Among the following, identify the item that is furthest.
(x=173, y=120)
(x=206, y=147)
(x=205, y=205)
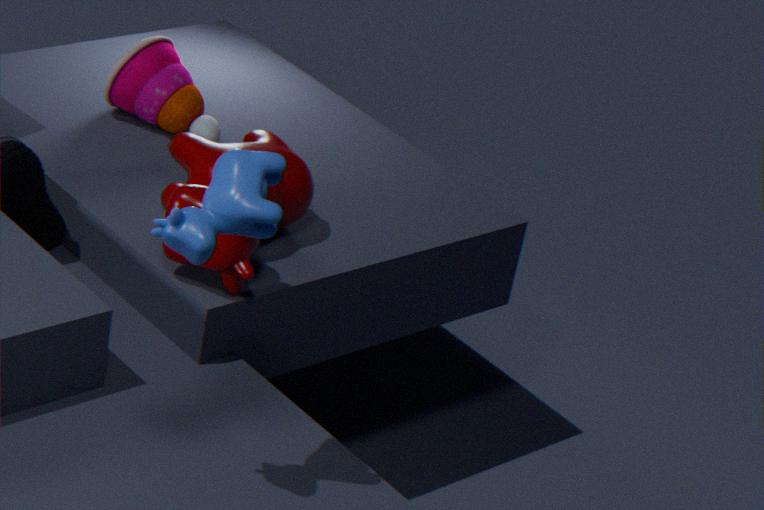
(x=173, y=120)
